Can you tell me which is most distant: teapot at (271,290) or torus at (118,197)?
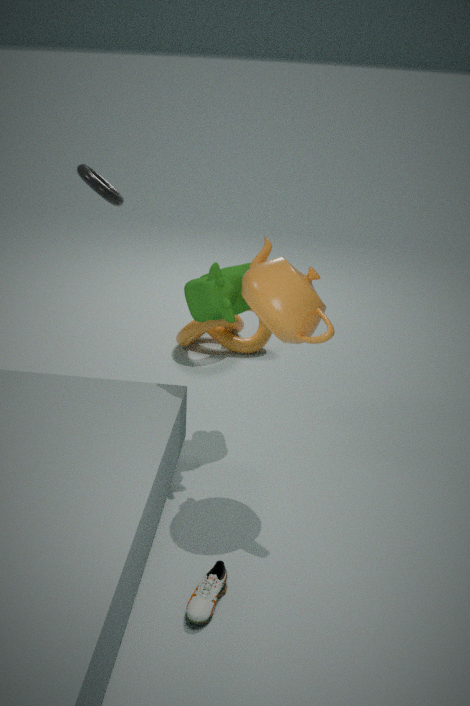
torus at (118,197)
